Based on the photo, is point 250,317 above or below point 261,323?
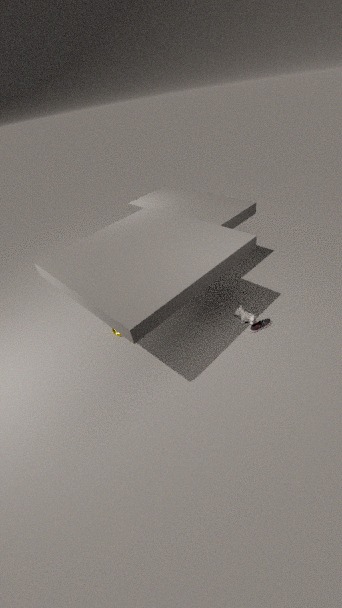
above
